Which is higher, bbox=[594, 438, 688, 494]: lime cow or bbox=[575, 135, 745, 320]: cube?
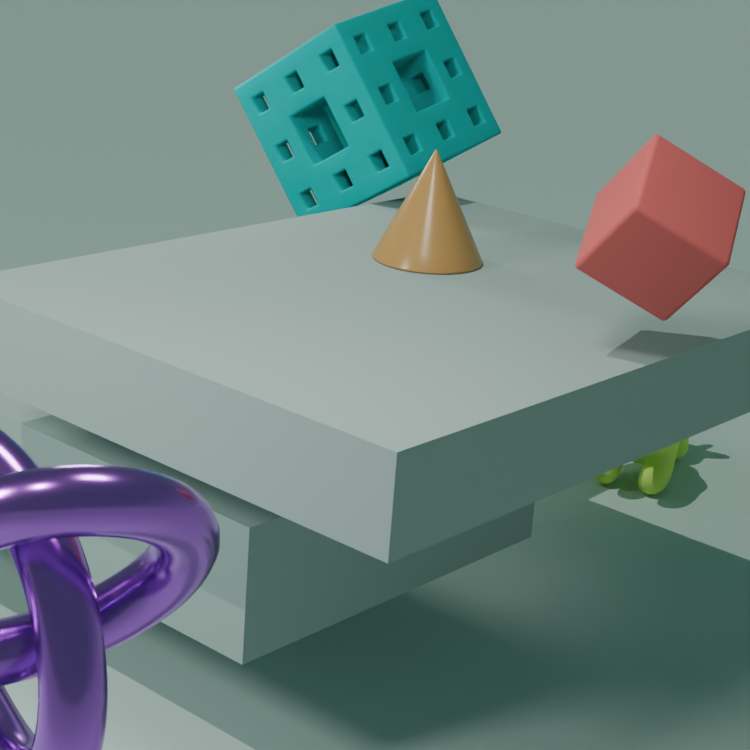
bbox=[575, 135, 745, 320]: cube
